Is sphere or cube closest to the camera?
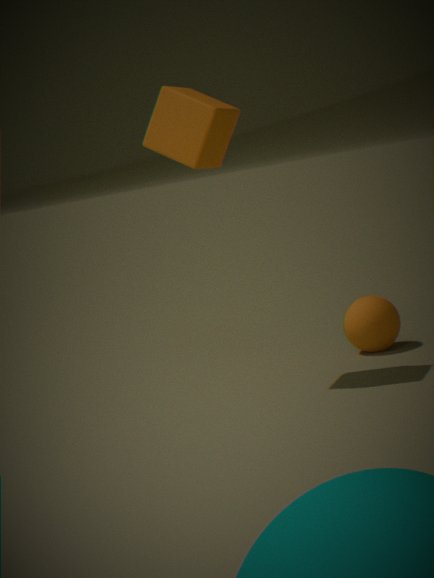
cube
